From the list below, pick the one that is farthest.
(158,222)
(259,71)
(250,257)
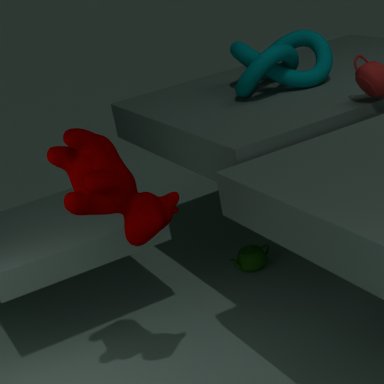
(250,257)
